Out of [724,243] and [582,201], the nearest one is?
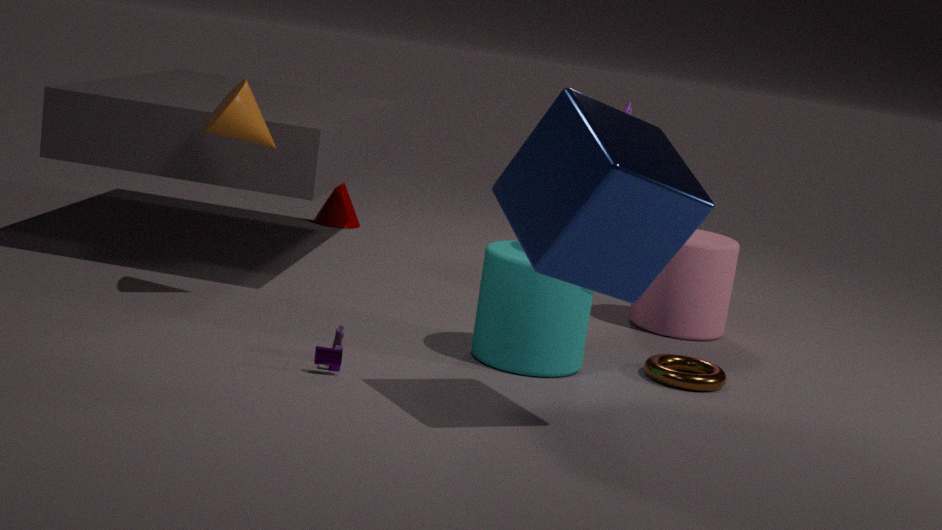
[582,201]
